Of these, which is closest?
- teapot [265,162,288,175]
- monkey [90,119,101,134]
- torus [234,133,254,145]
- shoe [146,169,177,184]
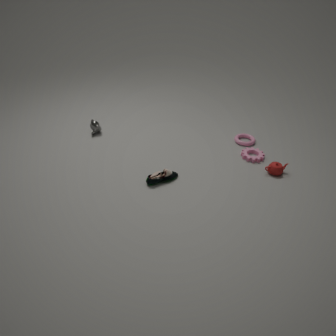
shoe [146,169,177,184]
